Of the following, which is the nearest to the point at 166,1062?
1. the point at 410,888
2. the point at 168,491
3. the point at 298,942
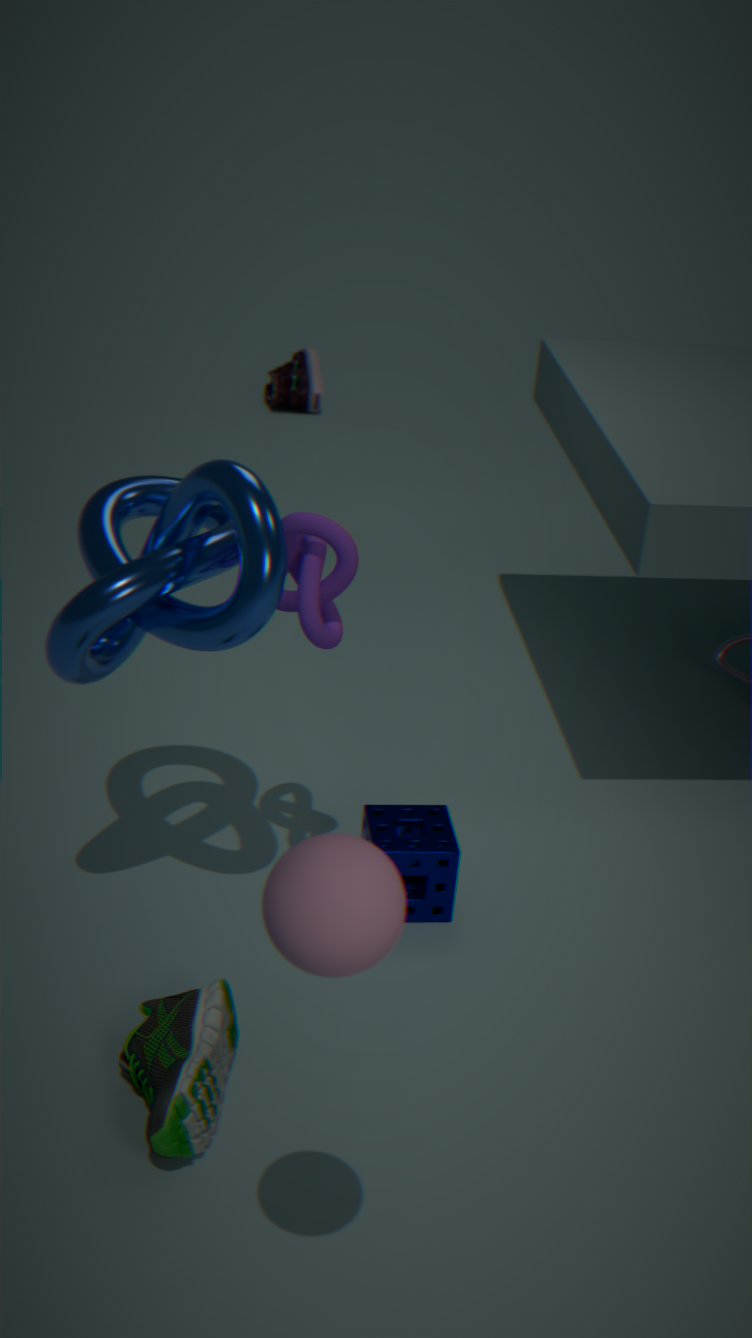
the point at 410,888
